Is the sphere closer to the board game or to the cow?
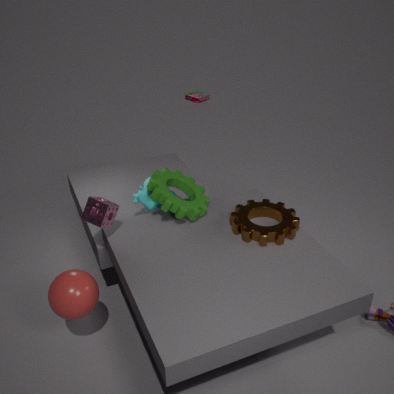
the cow
